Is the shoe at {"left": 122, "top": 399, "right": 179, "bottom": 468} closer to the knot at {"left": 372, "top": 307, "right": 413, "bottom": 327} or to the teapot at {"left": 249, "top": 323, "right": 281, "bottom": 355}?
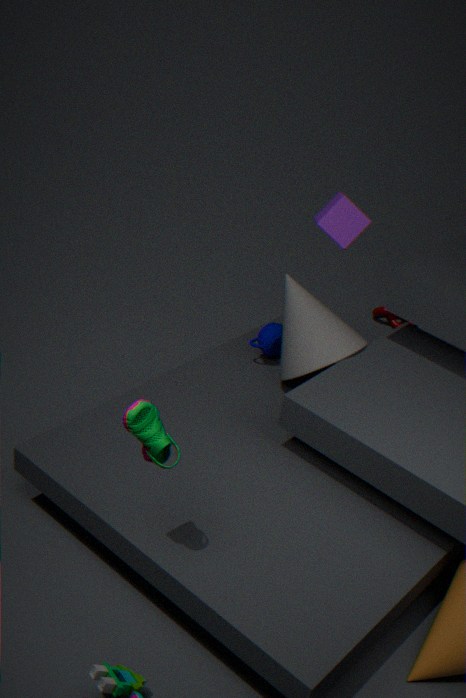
the teapot at {"left": 249, "top": 323, "right": 281, "bottom": 355}
